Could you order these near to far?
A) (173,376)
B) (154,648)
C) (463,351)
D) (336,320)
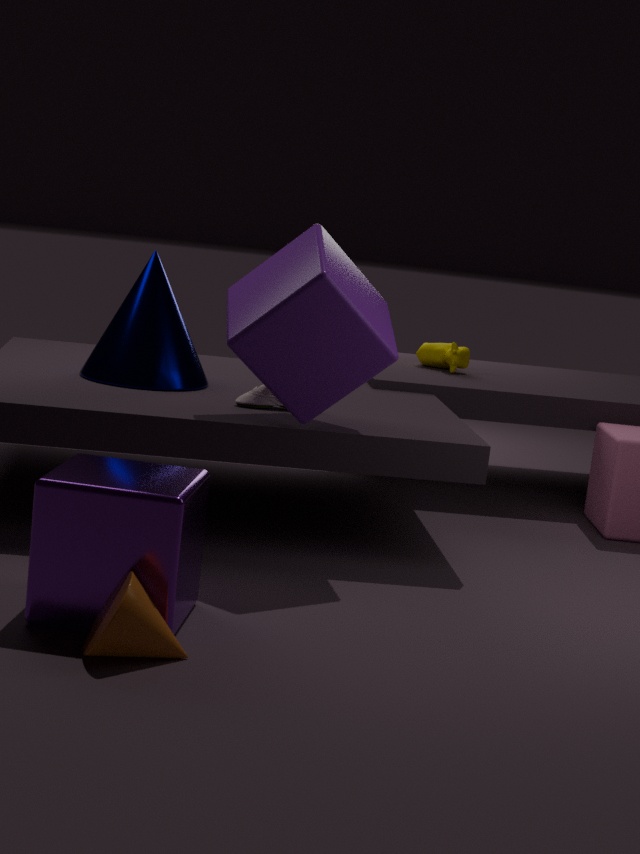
(154,648) → (336,320) → (173,376) → (463,351)
